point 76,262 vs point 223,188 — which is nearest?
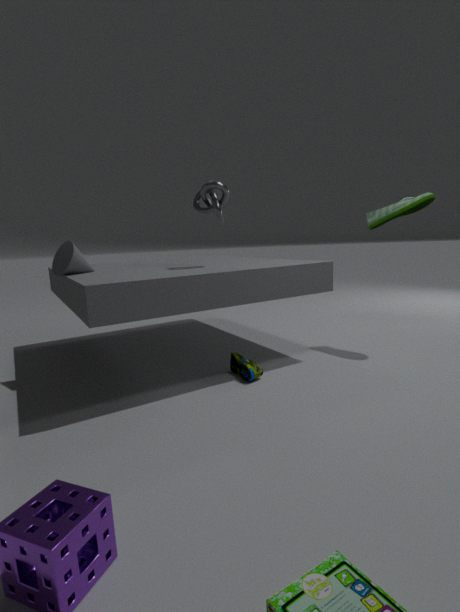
point 76,262
